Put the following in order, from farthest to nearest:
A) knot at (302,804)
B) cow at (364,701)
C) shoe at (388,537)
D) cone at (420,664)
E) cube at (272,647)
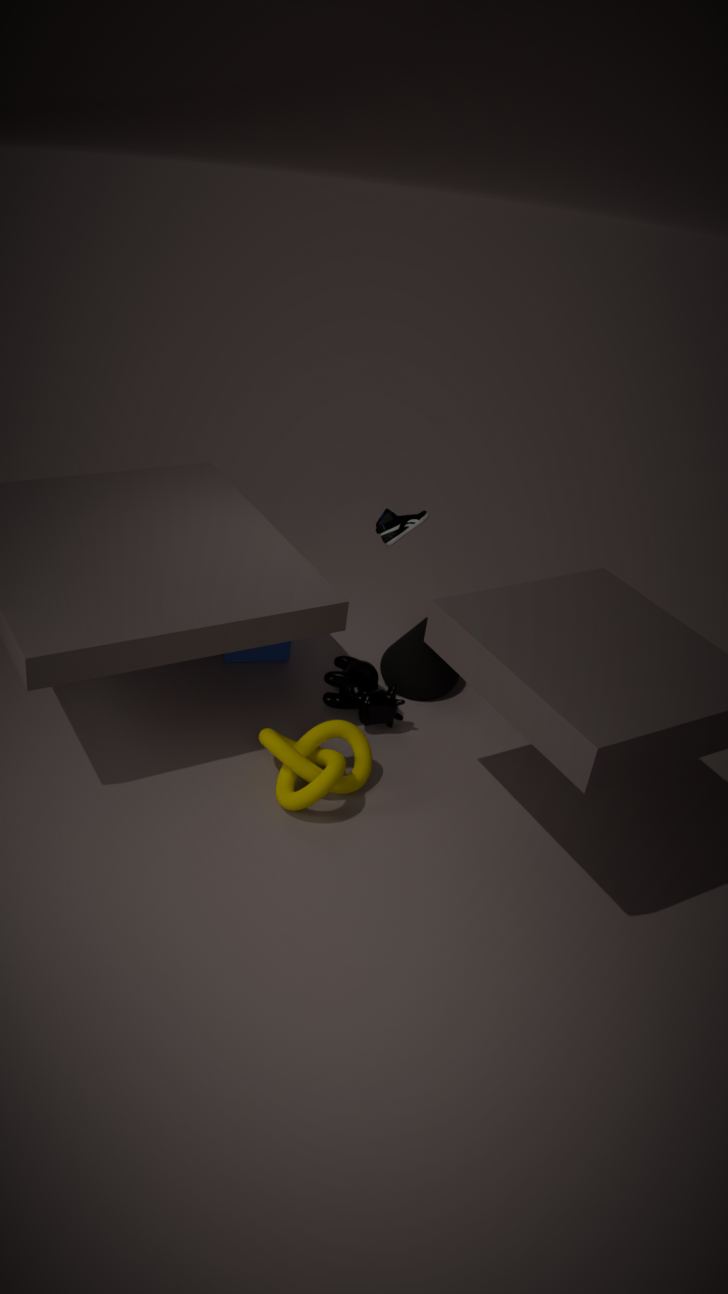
shoe at (388,537), cube at (272,647), cone at (420,664), cow at (364,701), knot at (302,804)
